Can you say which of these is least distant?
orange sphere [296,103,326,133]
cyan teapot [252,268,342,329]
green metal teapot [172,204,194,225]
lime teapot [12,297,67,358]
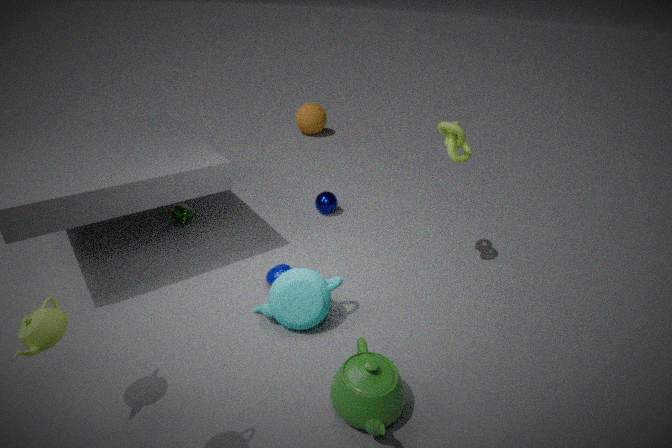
lime teapot [12,297,67,358]
